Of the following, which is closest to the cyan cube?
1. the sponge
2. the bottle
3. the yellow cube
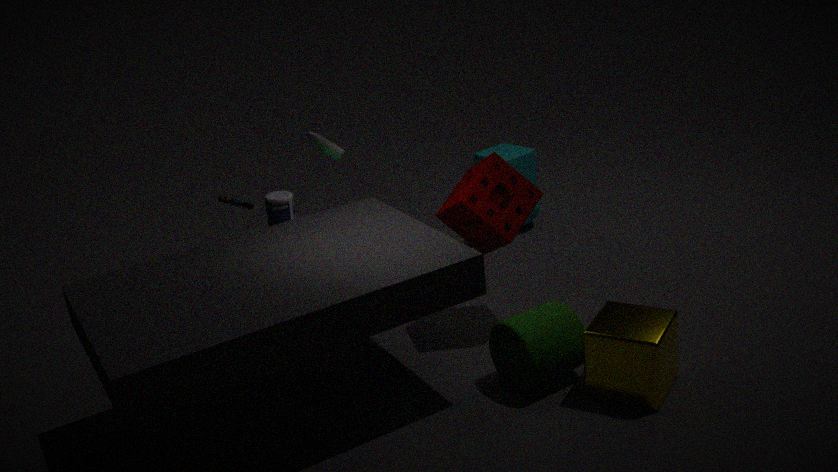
the sponge
